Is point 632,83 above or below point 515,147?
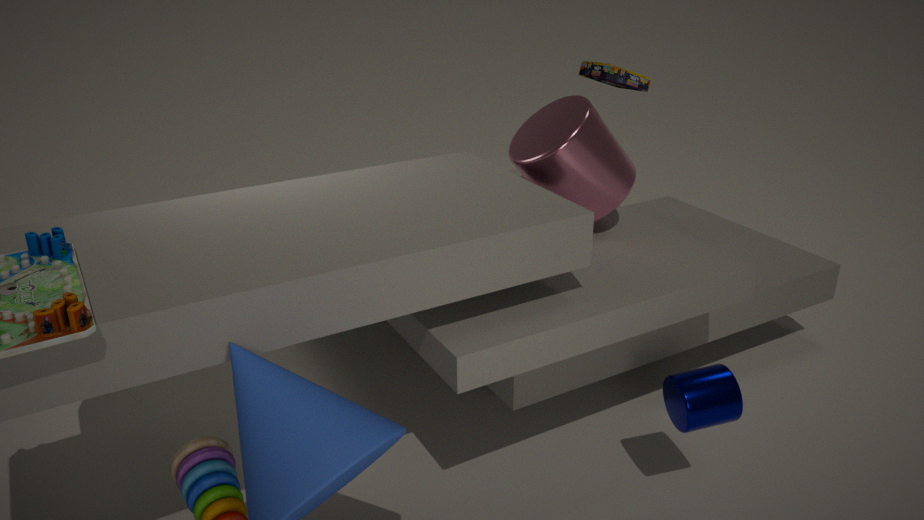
above
